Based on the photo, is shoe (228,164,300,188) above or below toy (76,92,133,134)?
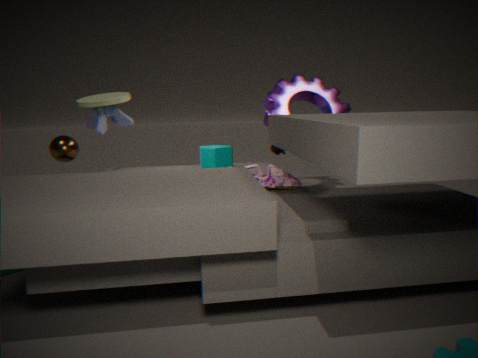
below
